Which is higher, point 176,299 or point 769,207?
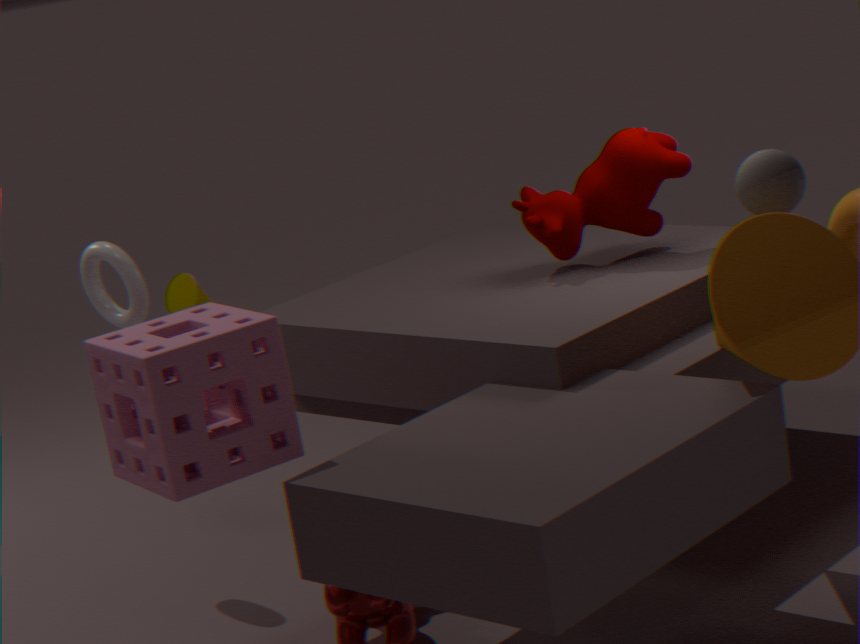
point 769,207
